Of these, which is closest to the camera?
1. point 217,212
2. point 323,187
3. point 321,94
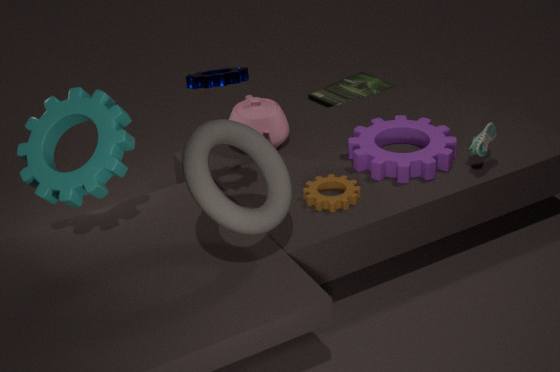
point 217,212
